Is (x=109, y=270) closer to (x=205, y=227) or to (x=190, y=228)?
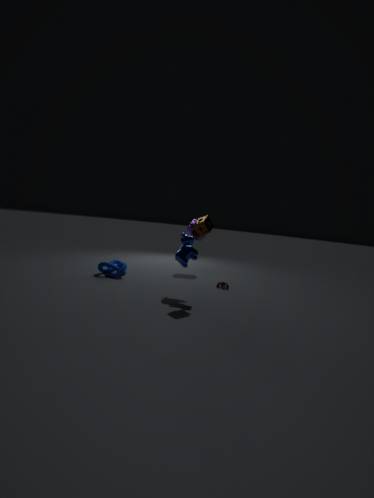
(x=190, y=228)
